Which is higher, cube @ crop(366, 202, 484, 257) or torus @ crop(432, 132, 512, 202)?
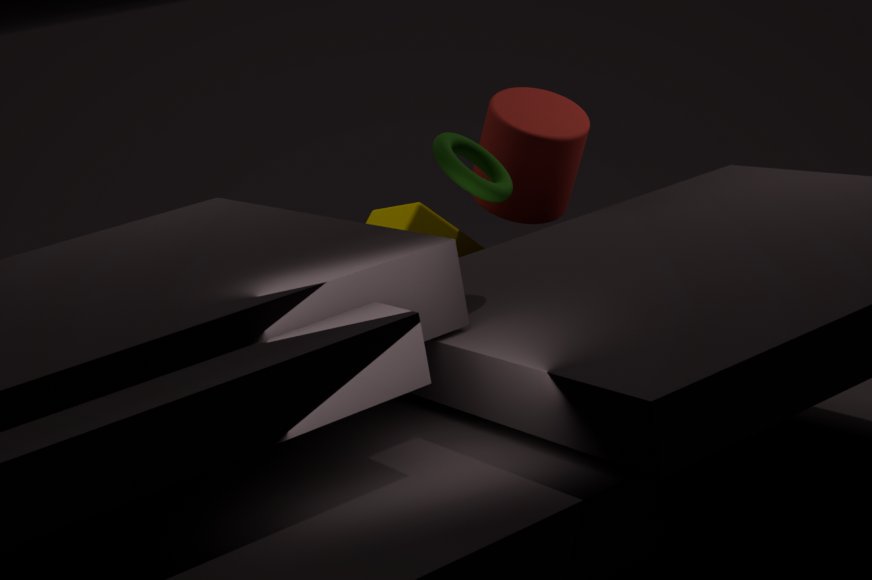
torus @ crop(432, 132, 512, 202)
